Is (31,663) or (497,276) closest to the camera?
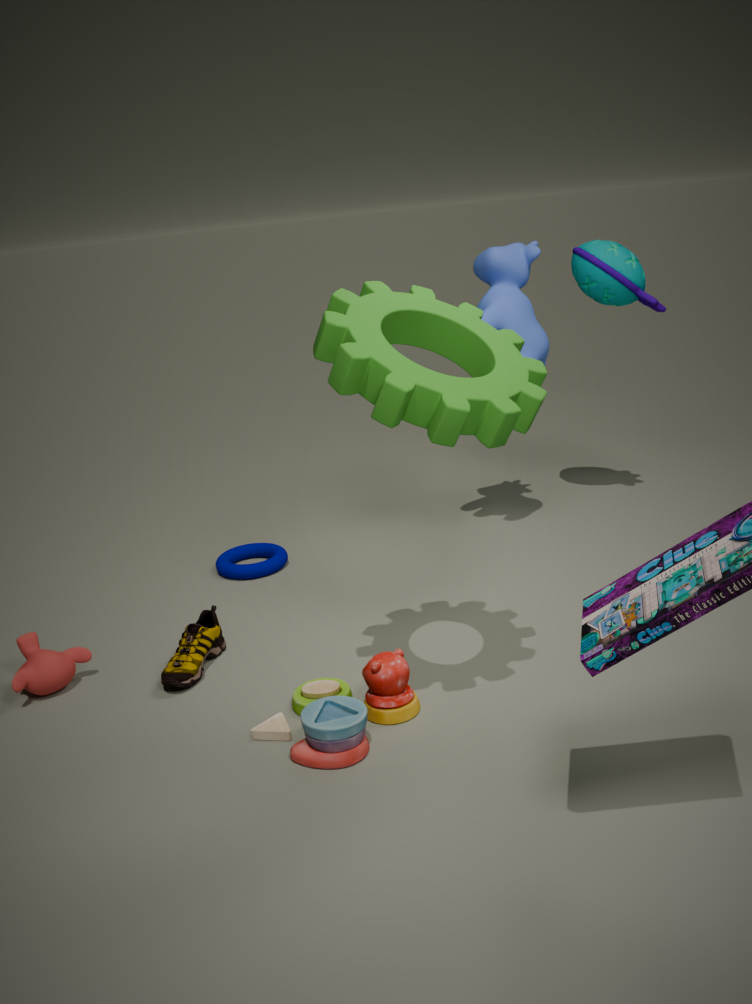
(31,663)
